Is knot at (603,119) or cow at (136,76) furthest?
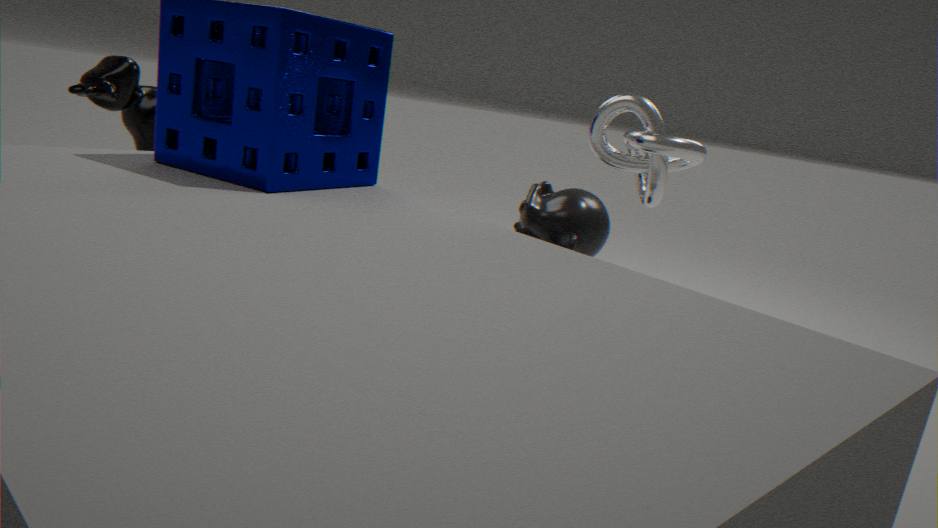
cow at (136,76)
